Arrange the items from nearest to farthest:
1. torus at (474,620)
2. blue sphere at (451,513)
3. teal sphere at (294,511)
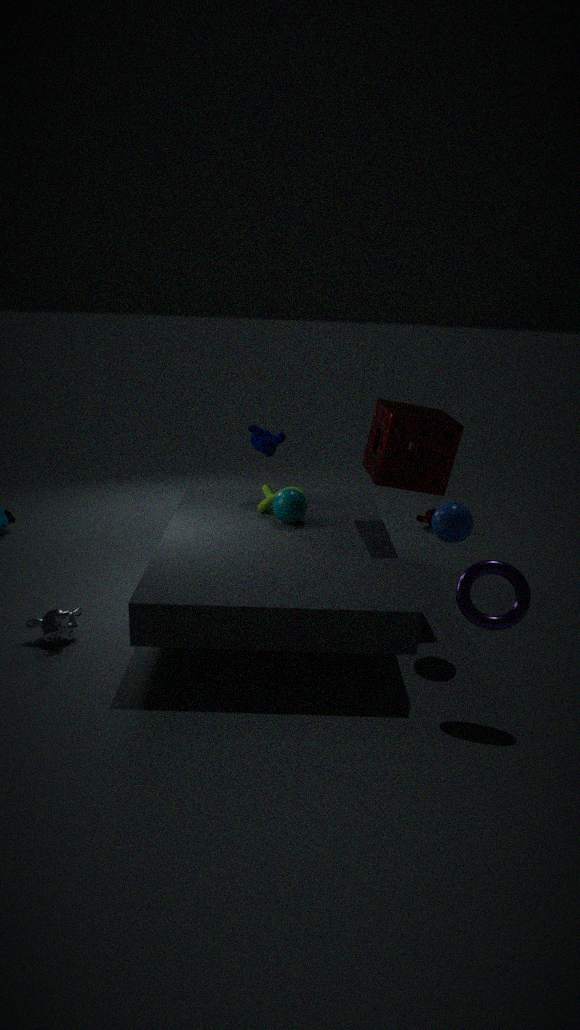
torus at (474,620) → blue sphere at (451,513) → teal sphere at (294,511)
